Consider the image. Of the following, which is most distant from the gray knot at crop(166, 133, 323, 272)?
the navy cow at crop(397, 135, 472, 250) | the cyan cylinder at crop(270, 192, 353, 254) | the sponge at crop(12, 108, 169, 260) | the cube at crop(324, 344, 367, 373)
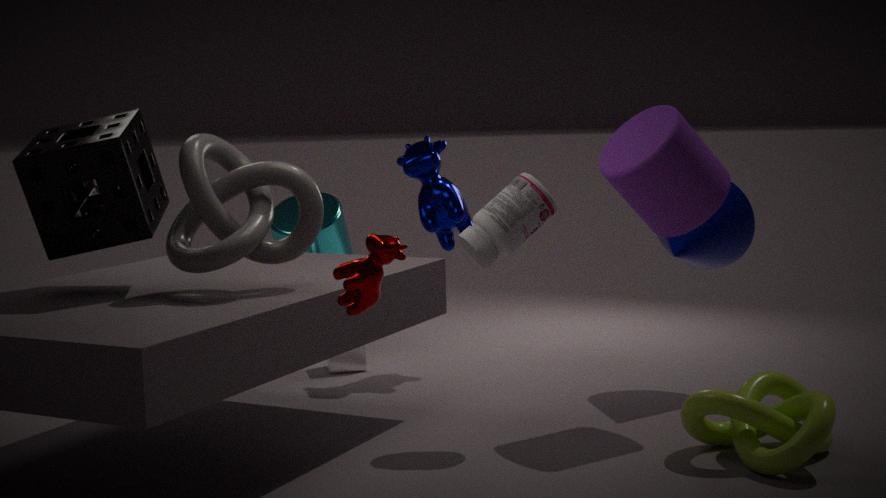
the cyan cylinder at crop(270, 192, 353, 254)
